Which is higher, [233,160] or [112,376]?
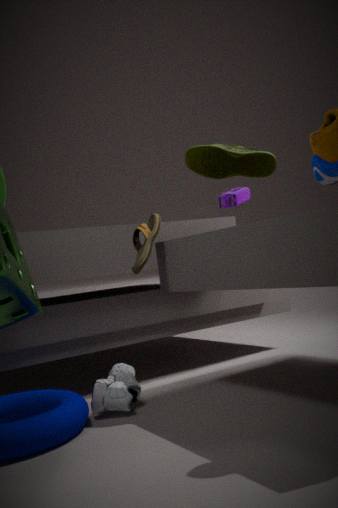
[233,160]
